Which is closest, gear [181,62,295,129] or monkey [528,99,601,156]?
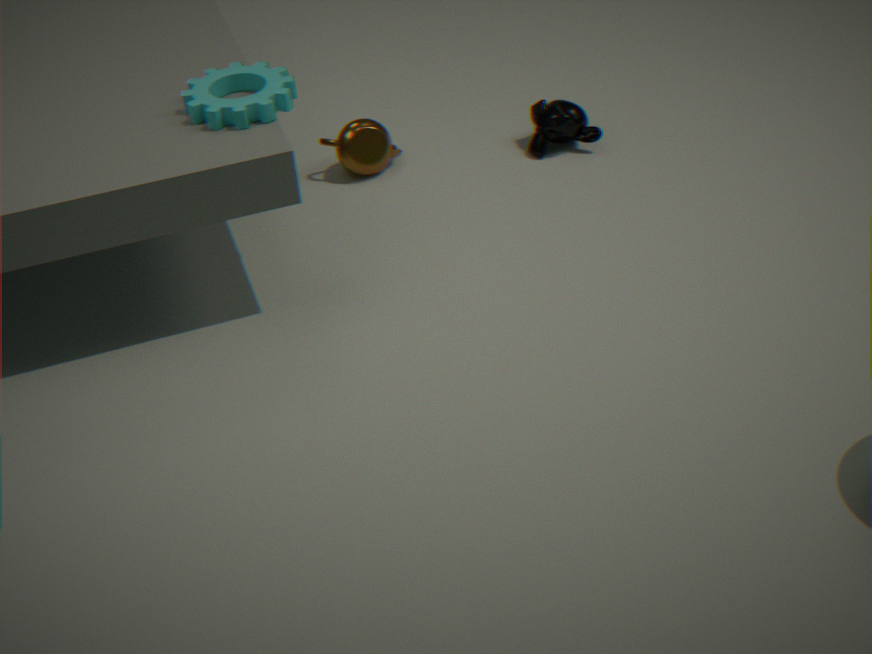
gear [181,62,295,129]
